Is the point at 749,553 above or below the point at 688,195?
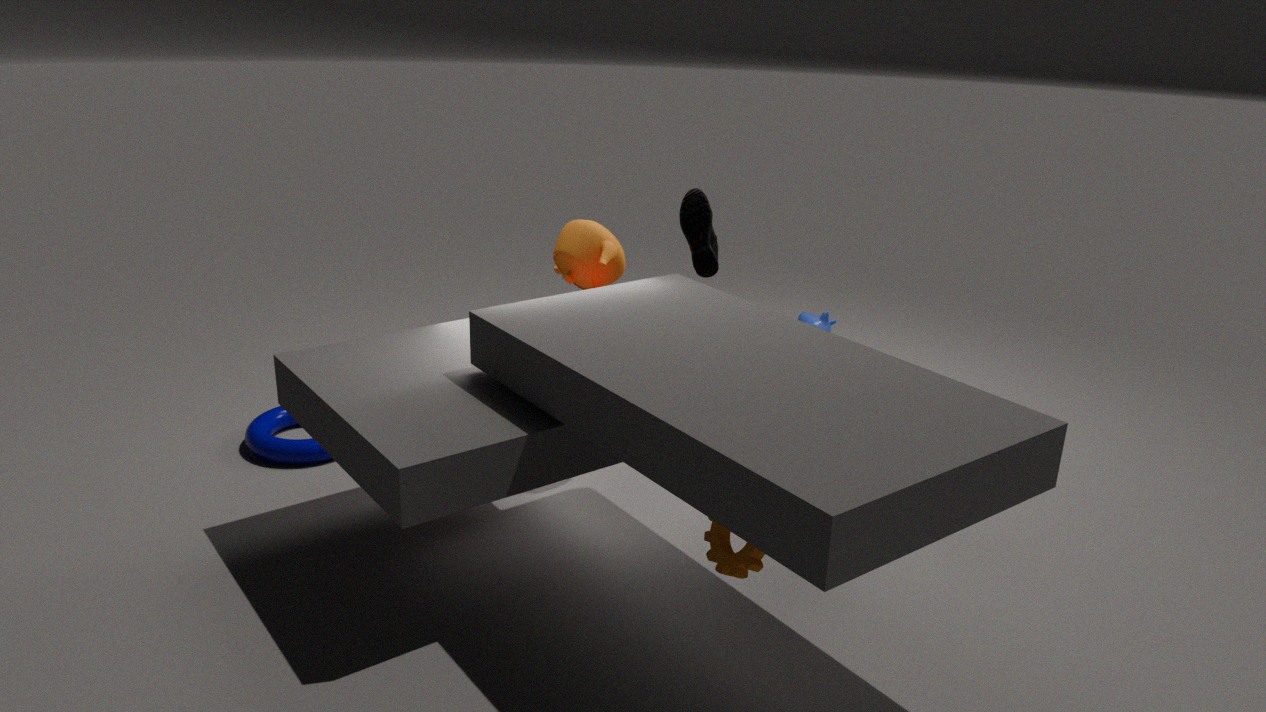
below
